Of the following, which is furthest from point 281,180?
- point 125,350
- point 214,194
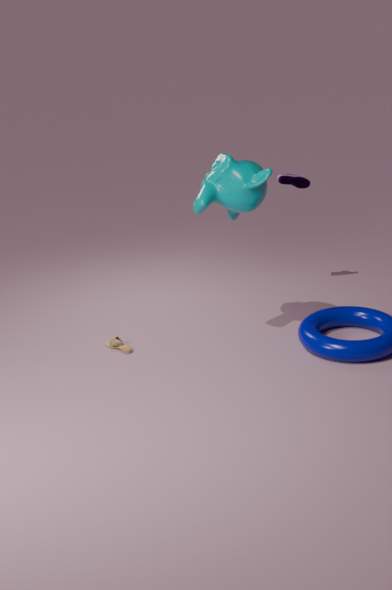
point 125,350
